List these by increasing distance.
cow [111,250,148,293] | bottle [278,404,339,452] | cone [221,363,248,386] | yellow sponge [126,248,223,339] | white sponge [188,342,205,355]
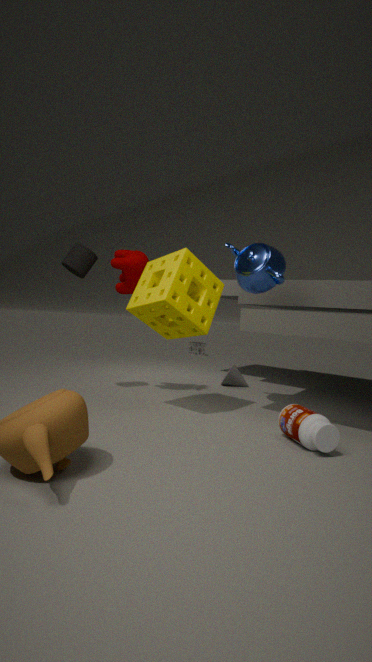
bottle [278,404,339,452], yellow sponge [126,248,223,339], cow [111,250,148,293], cone [221,363,248,386], white sponge [188,342,205,355]
